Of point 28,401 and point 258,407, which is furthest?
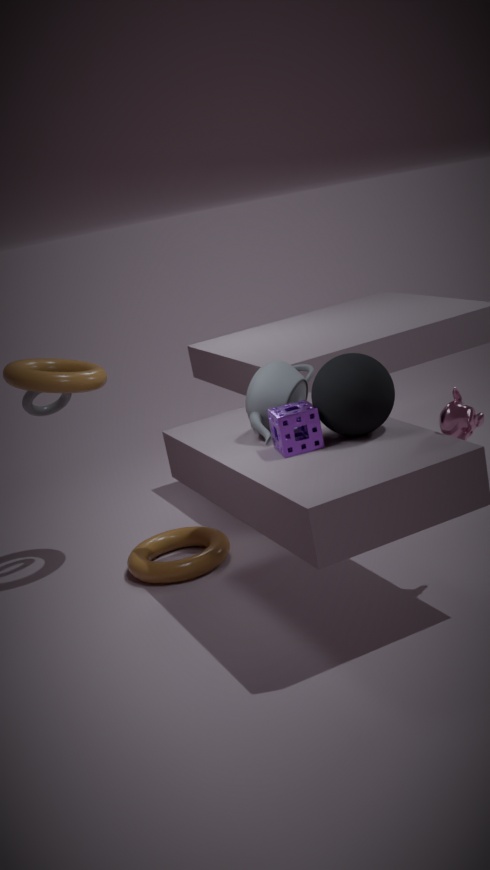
point 28,401
